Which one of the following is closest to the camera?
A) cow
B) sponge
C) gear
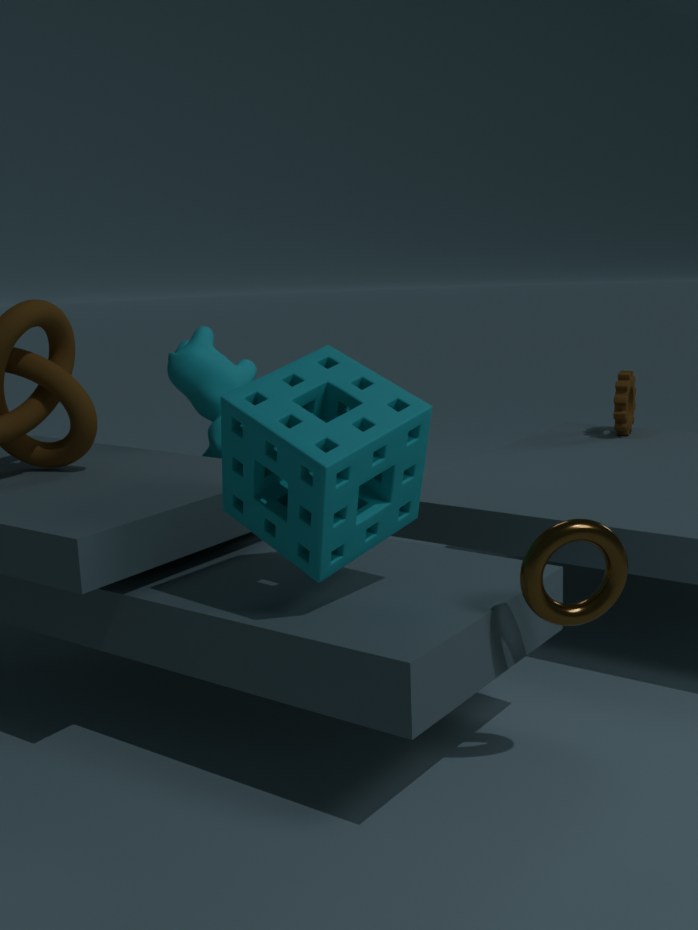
sponge
